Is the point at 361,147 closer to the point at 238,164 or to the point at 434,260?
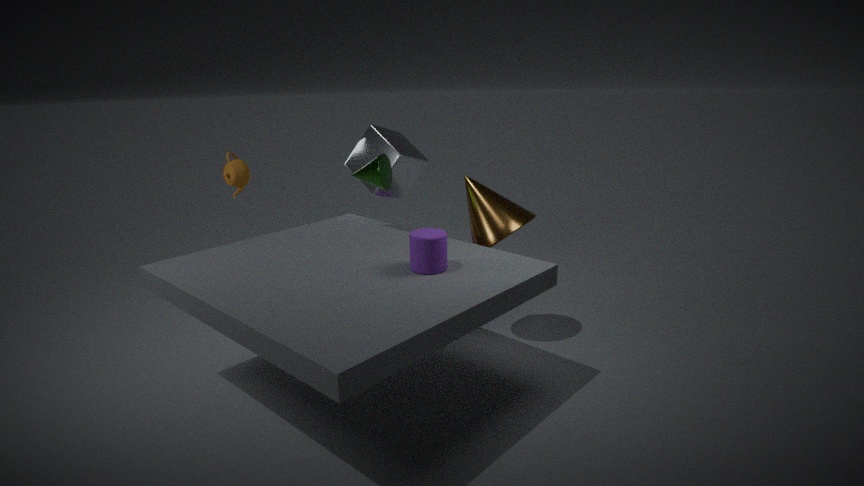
the point at 238,164
